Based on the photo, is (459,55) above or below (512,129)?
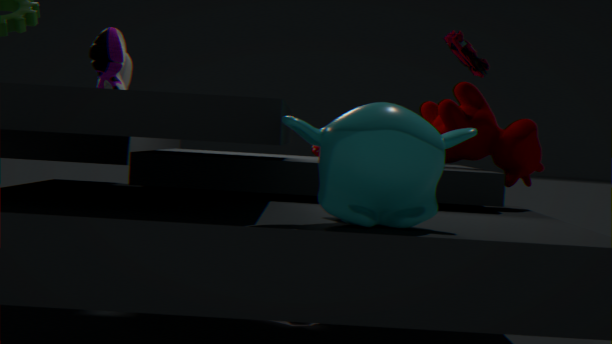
above
